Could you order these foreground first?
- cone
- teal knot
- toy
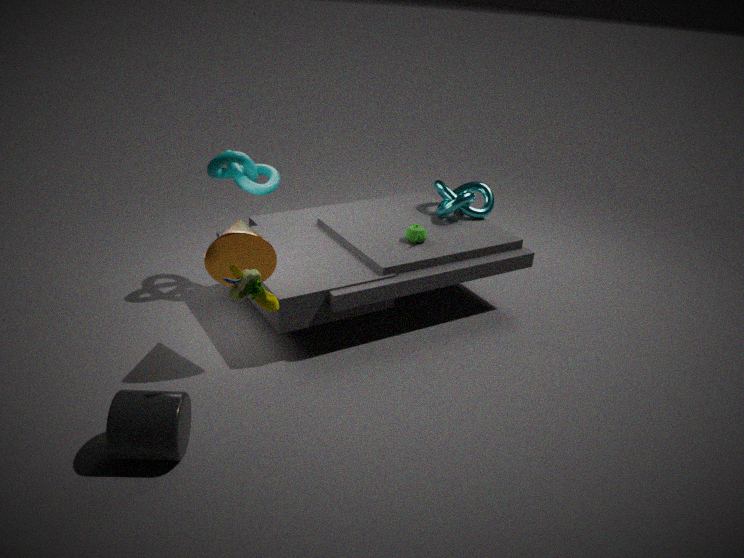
toy → cone → teal knot
